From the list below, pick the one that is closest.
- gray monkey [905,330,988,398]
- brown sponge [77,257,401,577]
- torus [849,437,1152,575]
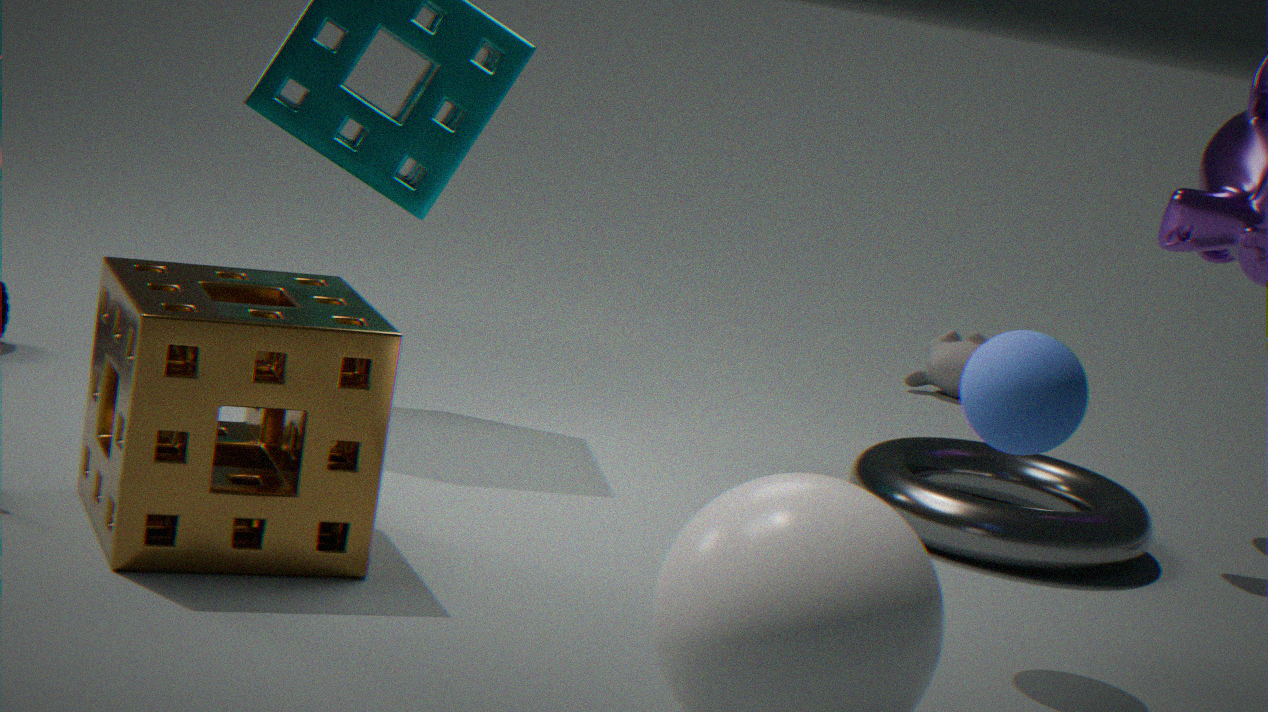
brown sponge [77,257,401,577]
